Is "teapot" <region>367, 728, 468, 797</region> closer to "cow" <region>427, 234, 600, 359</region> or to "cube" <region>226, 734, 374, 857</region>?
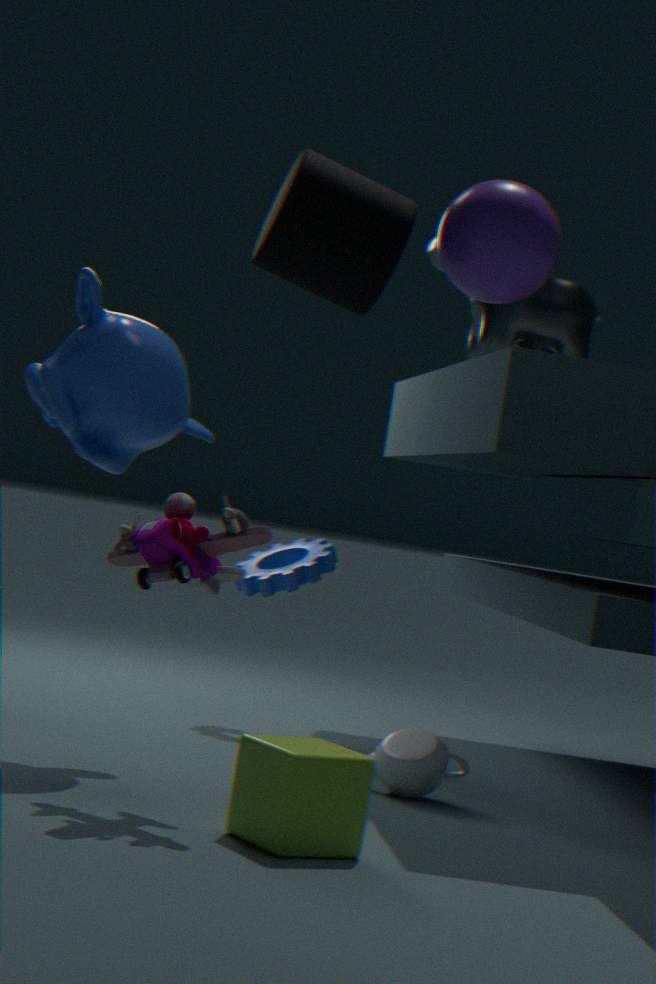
"cube" <region>226, 734, 374, 857</region>
